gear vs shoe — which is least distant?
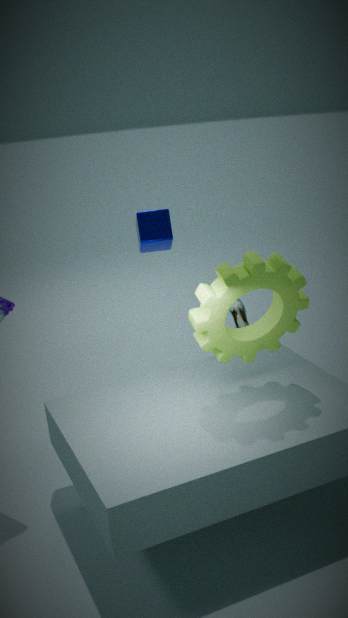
gear
